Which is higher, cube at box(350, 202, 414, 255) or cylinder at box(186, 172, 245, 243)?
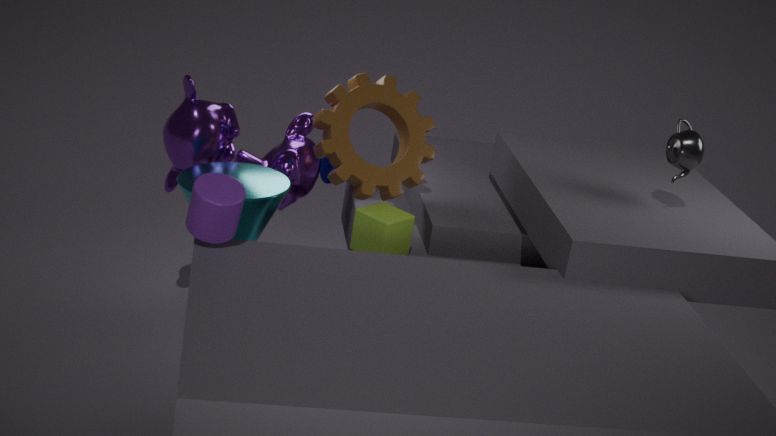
cylinder at box(186, 172, 245, 243)
